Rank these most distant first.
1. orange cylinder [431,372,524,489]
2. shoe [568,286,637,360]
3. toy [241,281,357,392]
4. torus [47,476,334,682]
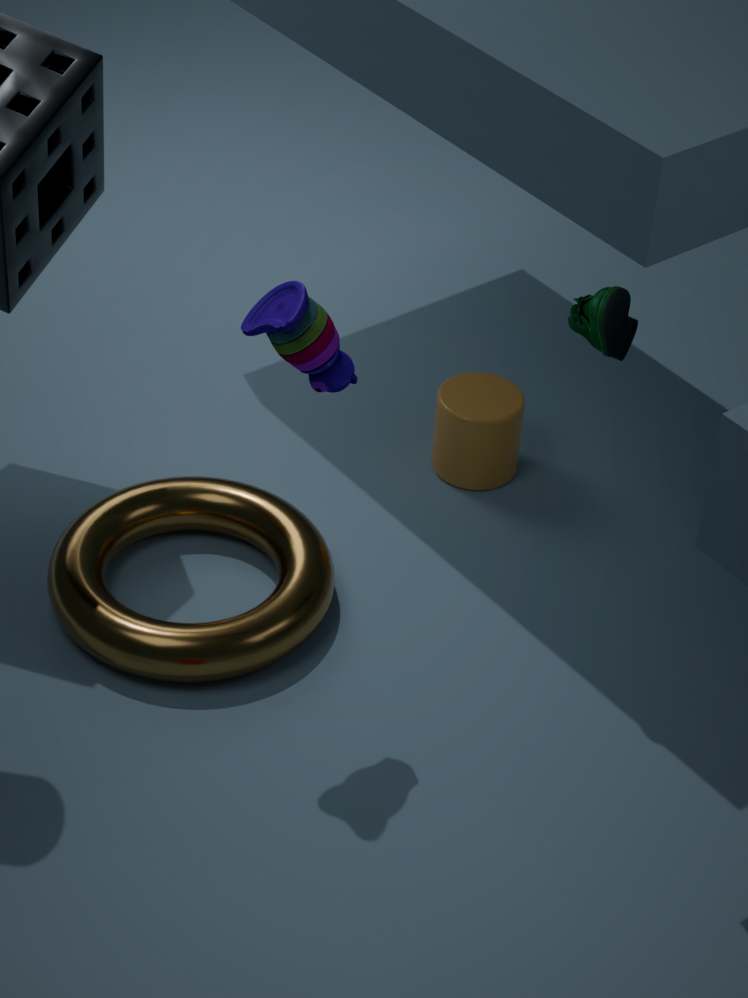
1. orange cylinder [431,372,524,489]
2. torus [47,476,334,682]
3. shoe [568,286,637,360]
4. toy [241,281,357,392]
